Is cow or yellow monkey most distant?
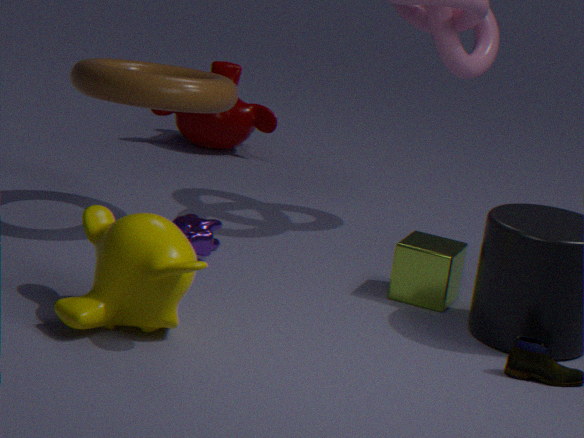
cow
